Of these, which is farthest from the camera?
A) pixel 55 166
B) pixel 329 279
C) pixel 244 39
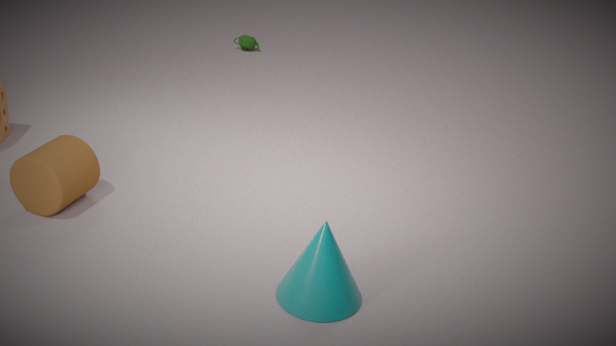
C. pixel 244 39
